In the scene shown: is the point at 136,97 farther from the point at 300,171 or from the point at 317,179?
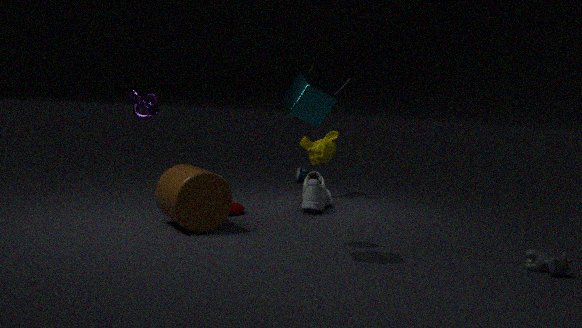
the point at 300,171
